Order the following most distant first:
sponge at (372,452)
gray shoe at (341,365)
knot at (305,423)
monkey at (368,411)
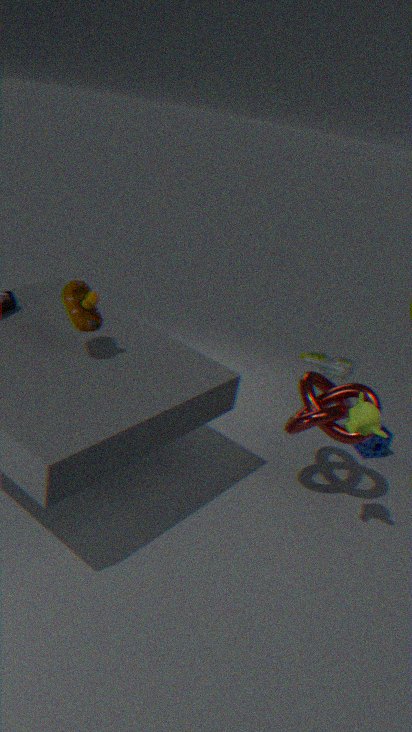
sponge at (372,452) → gray shoe at (341,365) → knot at (305,423) → monkey at (368,411)
